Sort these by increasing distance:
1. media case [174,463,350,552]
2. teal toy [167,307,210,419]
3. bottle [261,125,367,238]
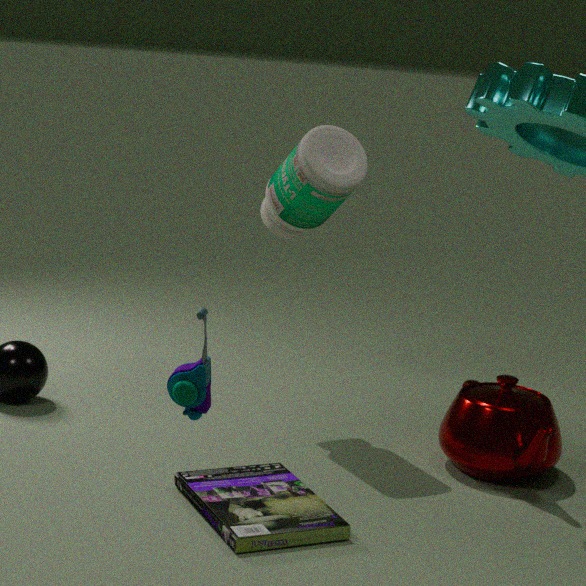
teal toy [167,307,210,419] → media case [174,463,350,552] → bottle [261,125,367,238]
